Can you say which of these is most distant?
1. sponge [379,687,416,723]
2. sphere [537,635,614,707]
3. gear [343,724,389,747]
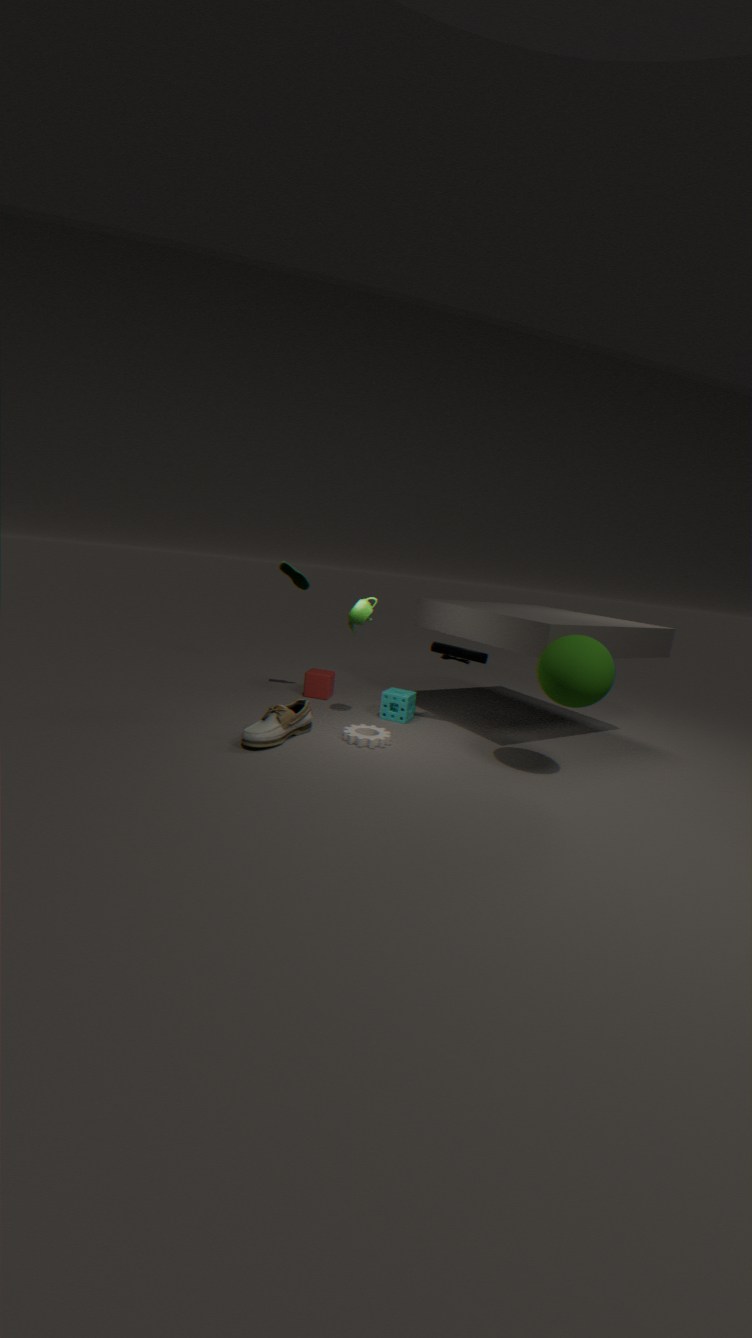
sponge [379,687,416,723]
